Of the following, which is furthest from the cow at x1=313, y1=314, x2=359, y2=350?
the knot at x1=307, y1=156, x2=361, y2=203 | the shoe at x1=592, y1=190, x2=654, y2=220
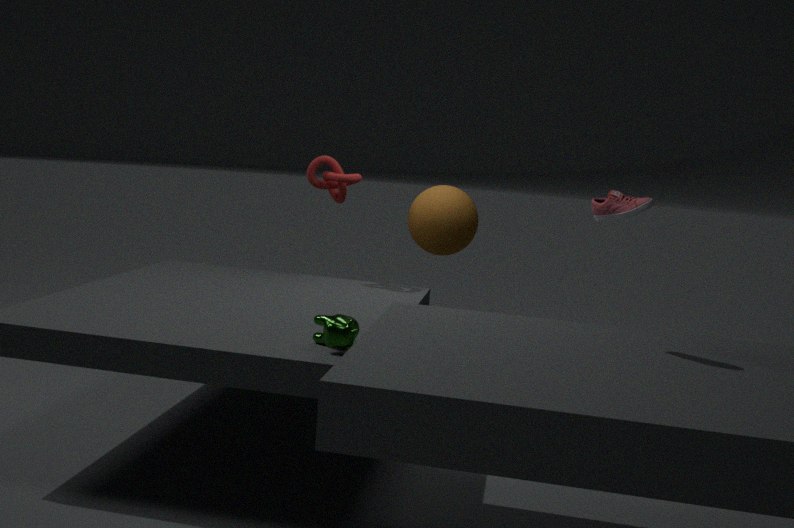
the knot at x1=307, y1=156, x2=361, y2=203
